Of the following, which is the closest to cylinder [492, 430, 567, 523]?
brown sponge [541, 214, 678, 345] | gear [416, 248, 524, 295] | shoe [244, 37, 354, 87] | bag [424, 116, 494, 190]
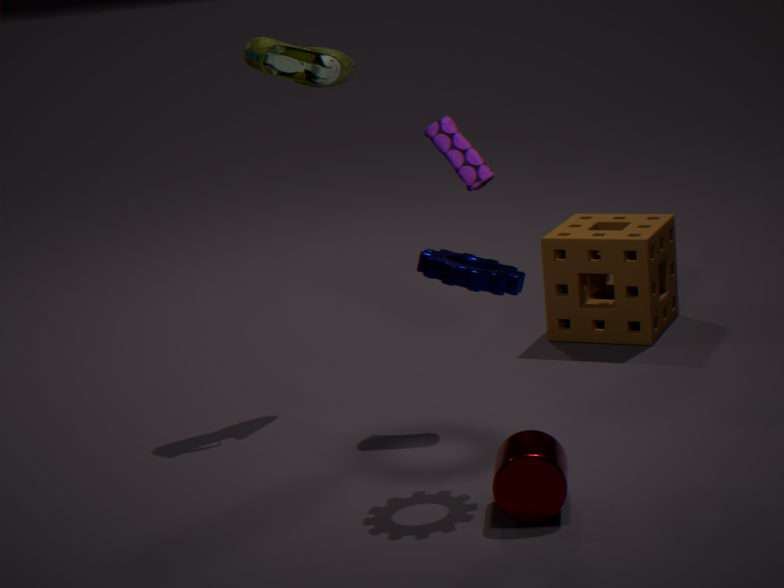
gear [416, 248, 524, 295]
